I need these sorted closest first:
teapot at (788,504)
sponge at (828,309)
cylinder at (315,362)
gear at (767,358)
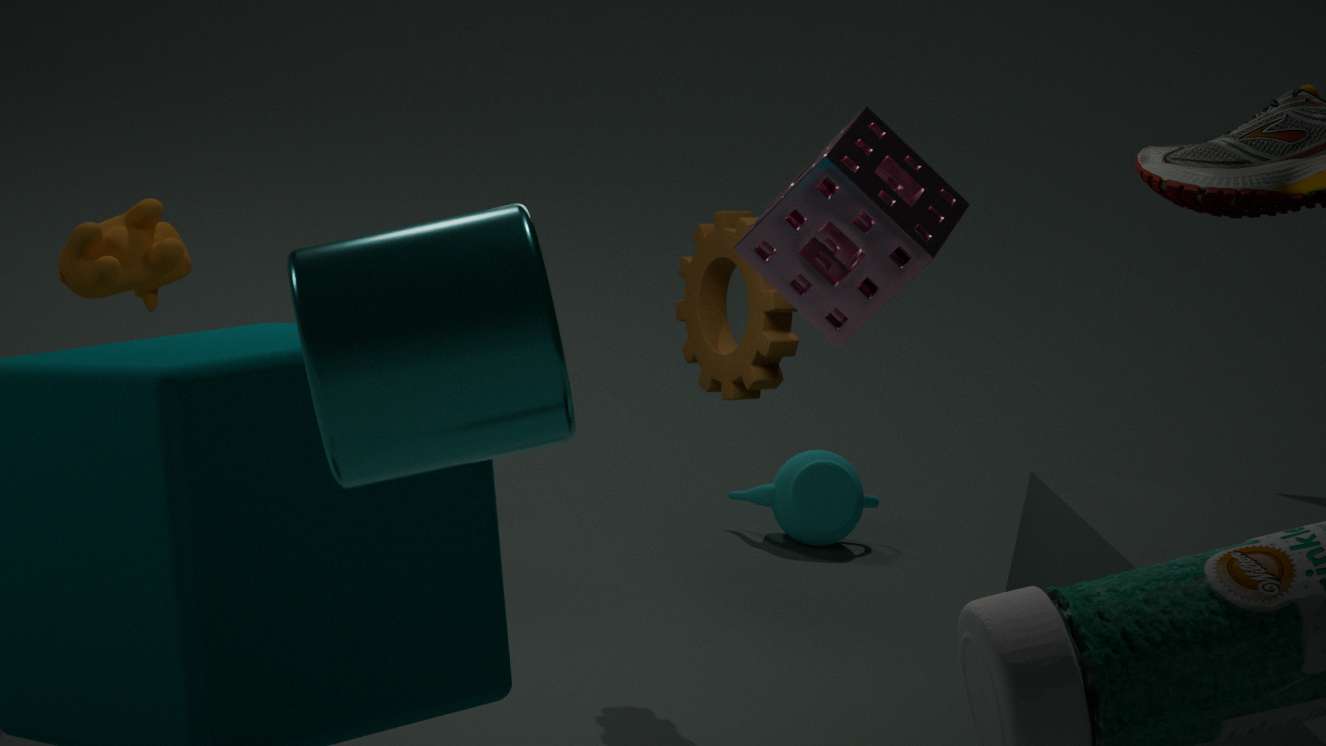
cylinder at (315,362) → sponge at (828,309) → gear at (767,358) → teapot at (788,504)
